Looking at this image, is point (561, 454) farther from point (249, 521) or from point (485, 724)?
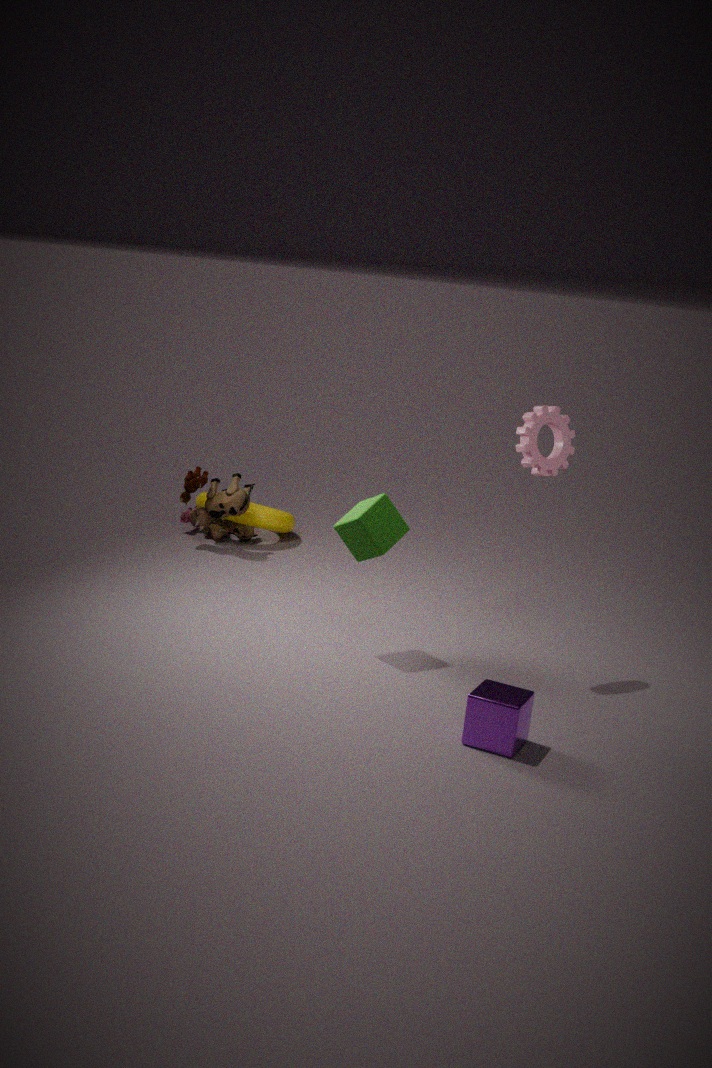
point (249, 521)
